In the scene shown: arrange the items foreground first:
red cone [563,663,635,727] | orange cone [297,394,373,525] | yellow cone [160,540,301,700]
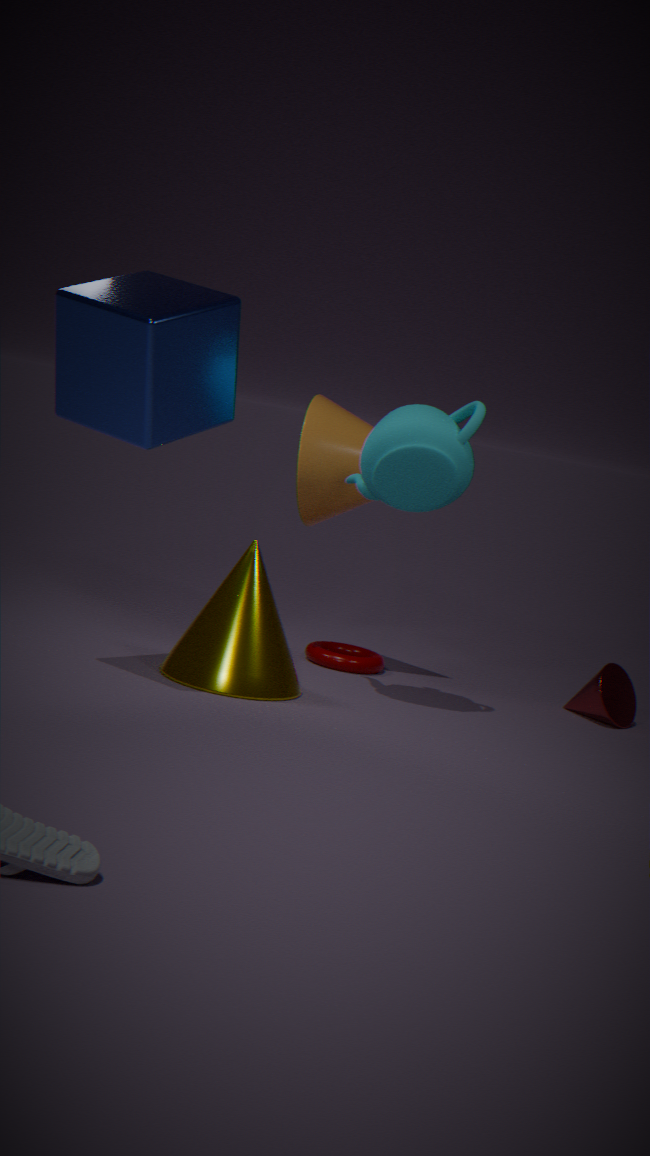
yellow cone [160,540,301,700]
orange cone [297,394,373,525]
red cone [563,663,635,727]
